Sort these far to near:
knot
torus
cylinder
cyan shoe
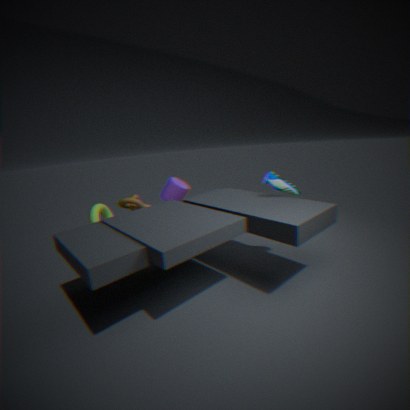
cylinder < knot < torus < cyan shoe
